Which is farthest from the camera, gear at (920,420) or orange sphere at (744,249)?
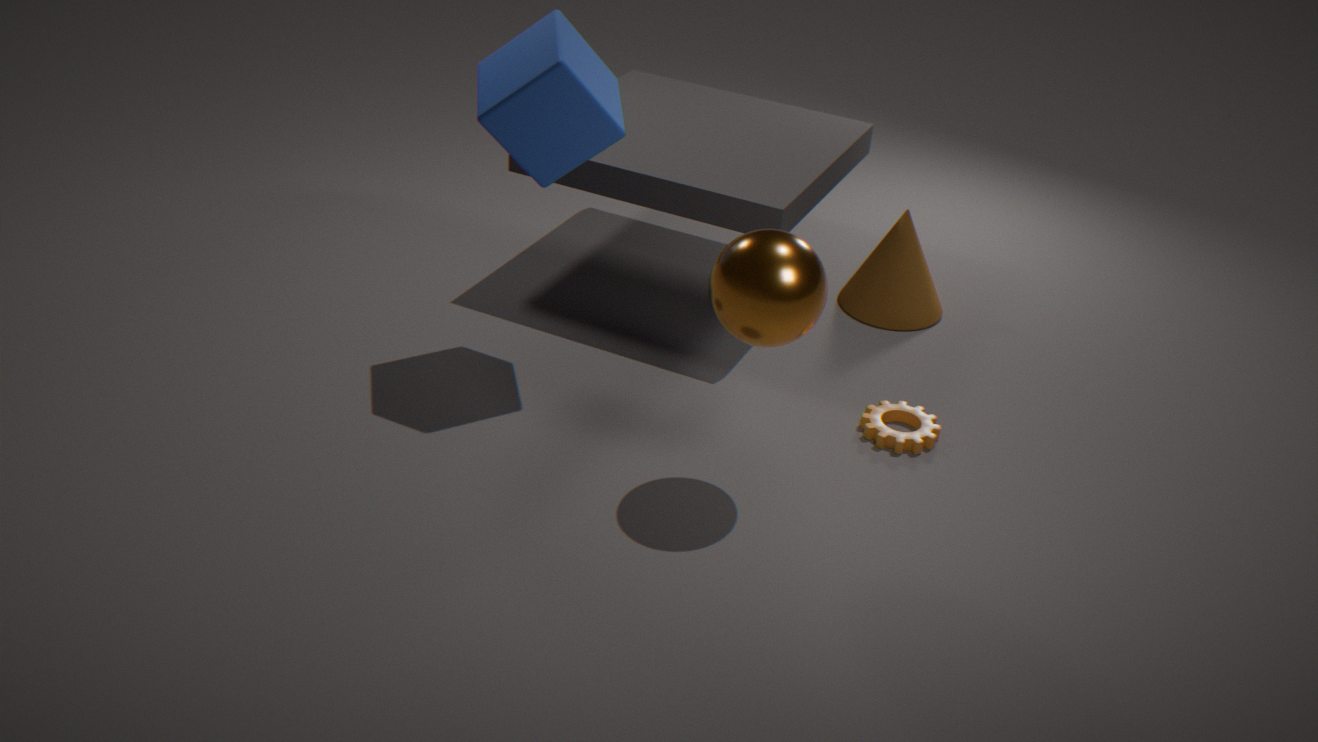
gear at (920,420)
